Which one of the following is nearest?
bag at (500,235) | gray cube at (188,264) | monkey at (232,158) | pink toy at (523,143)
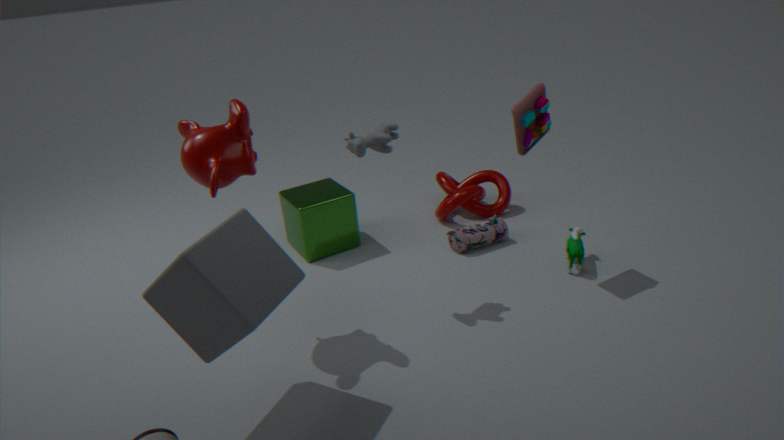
gray cube at (188,264)
